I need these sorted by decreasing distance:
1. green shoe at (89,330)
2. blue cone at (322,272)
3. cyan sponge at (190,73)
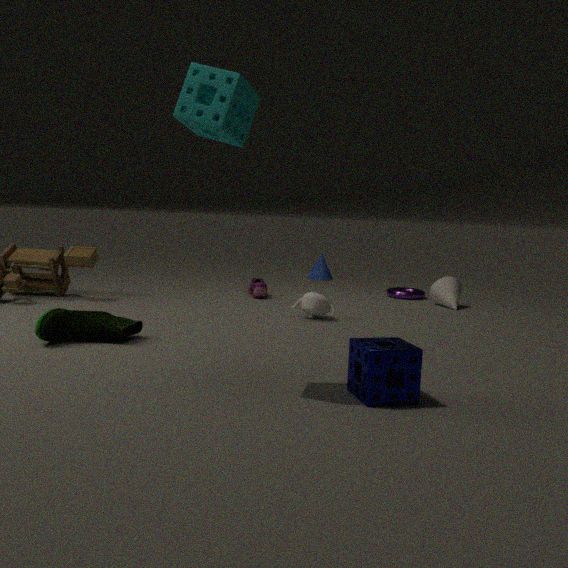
blue cone at (322,272) → green shoe at (89,330) → cyan sponge at (190,73)
